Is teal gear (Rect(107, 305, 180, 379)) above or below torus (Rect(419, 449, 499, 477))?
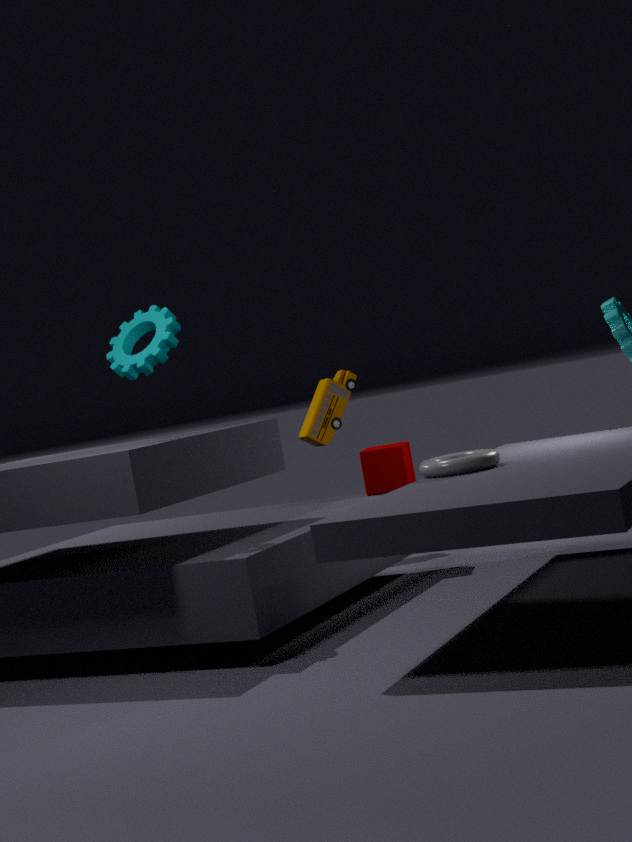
above
